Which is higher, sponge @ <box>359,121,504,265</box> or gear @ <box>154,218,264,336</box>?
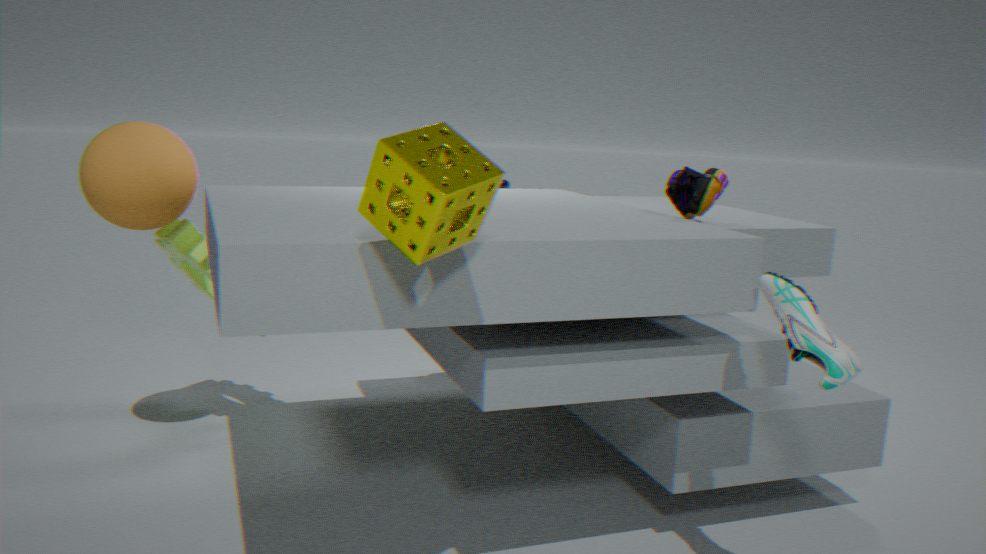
sponge @ <box>359,121,504,265</box>
